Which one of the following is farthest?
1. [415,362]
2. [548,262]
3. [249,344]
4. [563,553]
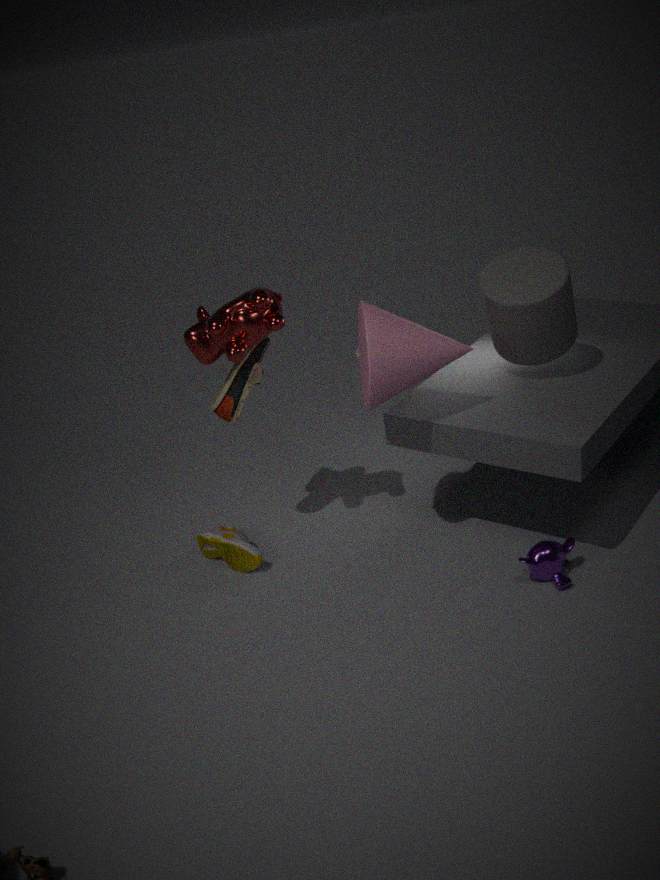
[548,262]
